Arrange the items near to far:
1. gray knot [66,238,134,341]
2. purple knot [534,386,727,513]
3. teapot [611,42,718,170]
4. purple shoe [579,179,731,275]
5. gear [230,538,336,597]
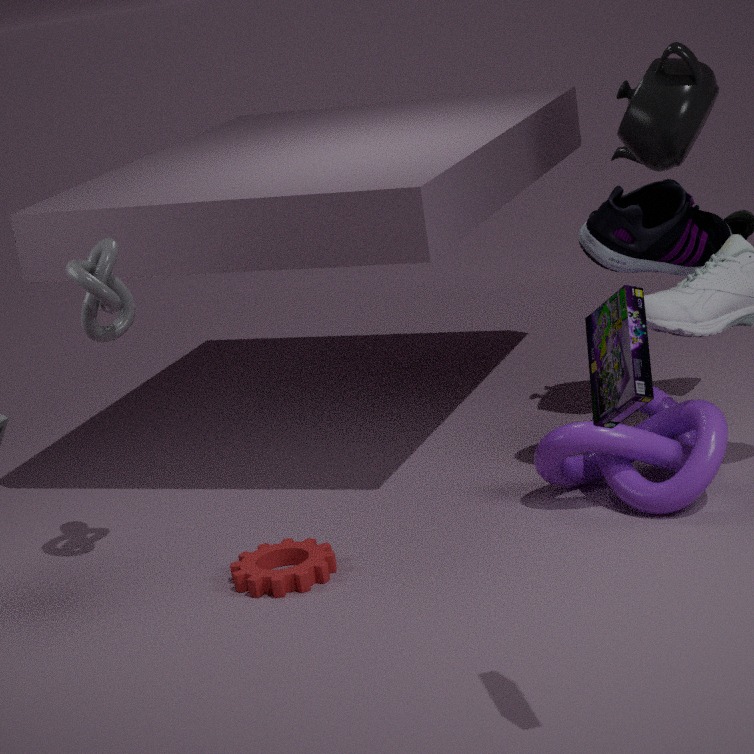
gray knot [66,238,134,341], gear [230,538,336,597], purple knot [534,386,727,513], purple shoe [579,179,731,275], teapot [611,42,718,170]
